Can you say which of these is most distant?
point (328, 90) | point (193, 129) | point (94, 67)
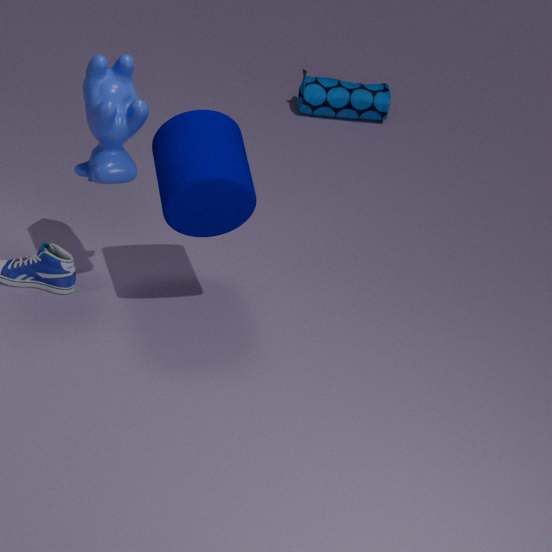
point (328, 90)
